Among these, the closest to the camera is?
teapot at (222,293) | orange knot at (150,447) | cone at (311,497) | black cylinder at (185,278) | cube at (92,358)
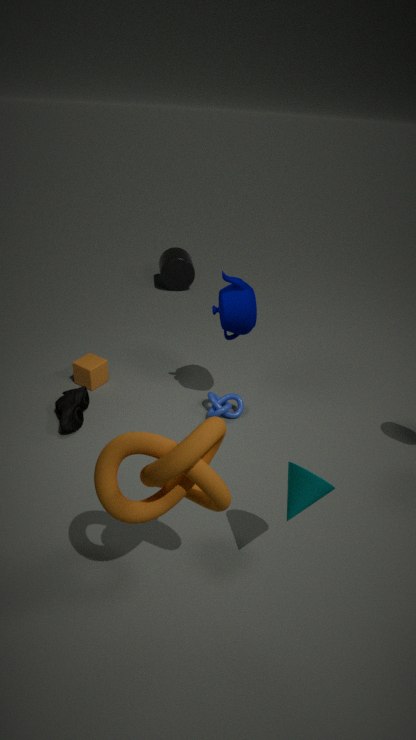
orange knot at (150,447)
